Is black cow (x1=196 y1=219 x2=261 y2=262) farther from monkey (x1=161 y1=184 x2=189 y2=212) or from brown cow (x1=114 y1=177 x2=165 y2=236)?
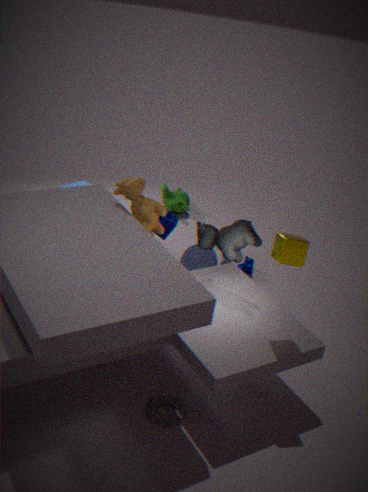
monkey (x1=161 y1=184 x2=189 y2=212)
